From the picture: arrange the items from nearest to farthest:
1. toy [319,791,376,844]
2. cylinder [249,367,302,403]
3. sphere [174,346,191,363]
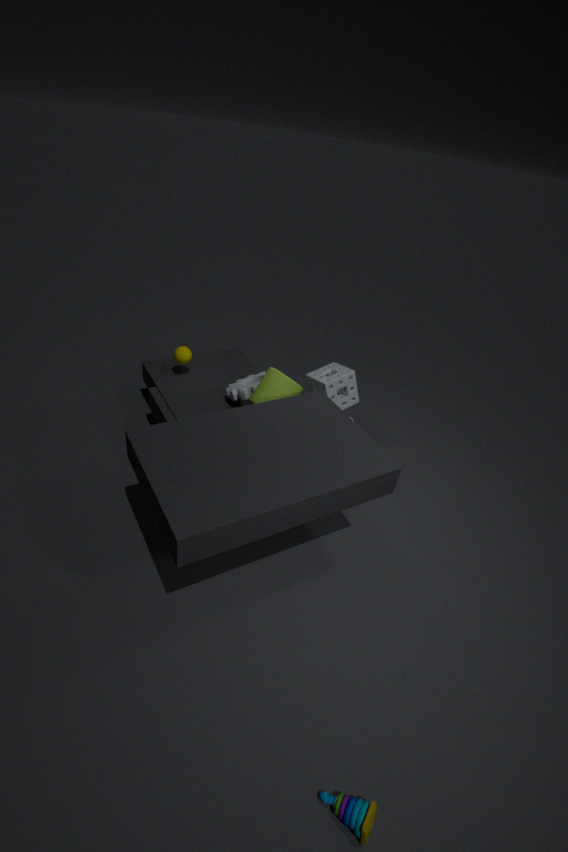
toy [319,791,376,844] → cylinder [249,367,302,403] → sphere [174,346,191,363]
